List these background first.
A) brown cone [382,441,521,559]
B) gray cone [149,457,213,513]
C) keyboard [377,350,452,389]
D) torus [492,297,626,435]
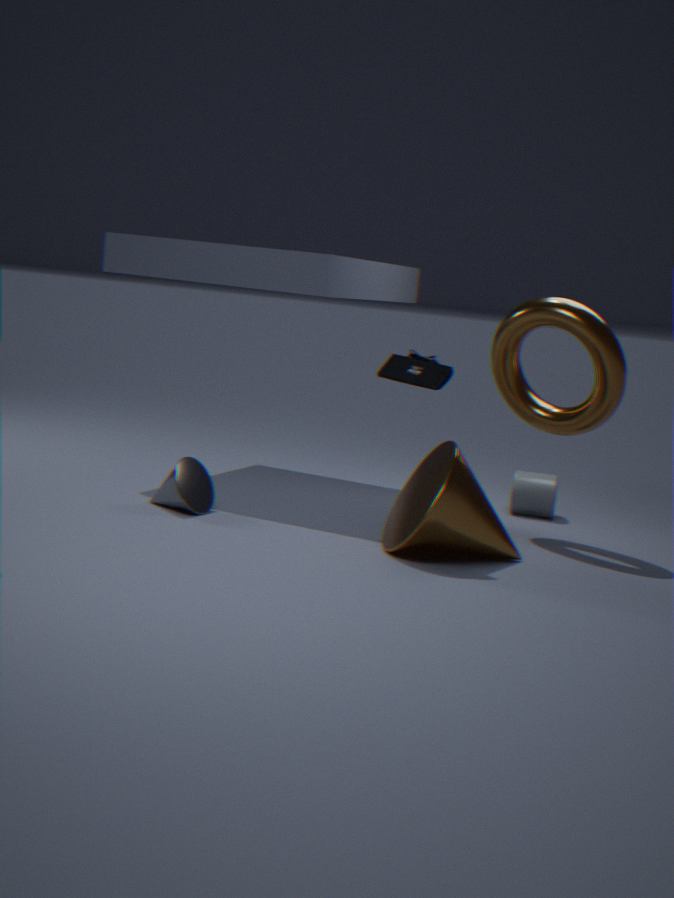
torus [492,297,626,435] → gray cone [149,457,213,513] → keyboard [377,350,452,389] → brown cone [382,441,521,559]
